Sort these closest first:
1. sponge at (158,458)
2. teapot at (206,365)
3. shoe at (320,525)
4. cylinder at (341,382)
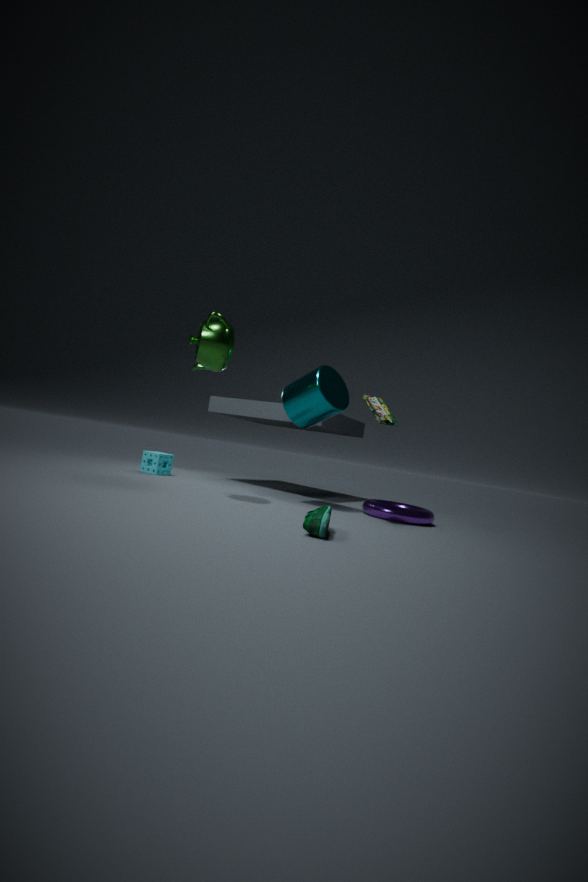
shoe at (320,525) < teapot at (206,365) < cylinder at (341,382) < sponge at (158,458)
